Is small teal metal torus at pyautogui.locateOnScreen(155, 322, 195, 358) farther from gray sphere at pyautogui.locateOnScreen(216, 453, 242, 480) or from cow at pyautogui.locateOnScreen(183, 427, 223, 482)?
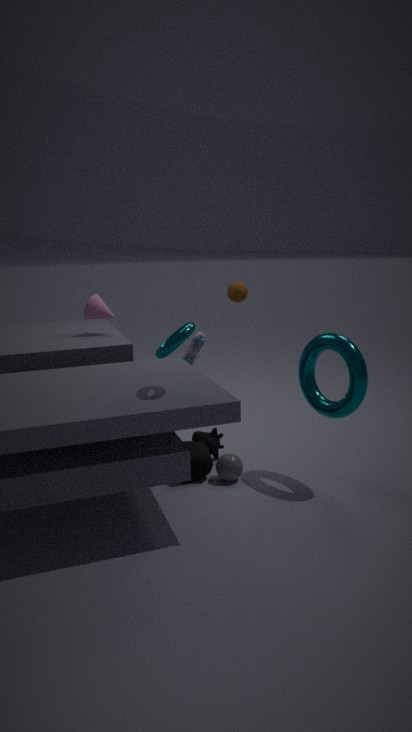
gray sphere at pyautogui.locateOnScreen(216, 453, 242, 480)
